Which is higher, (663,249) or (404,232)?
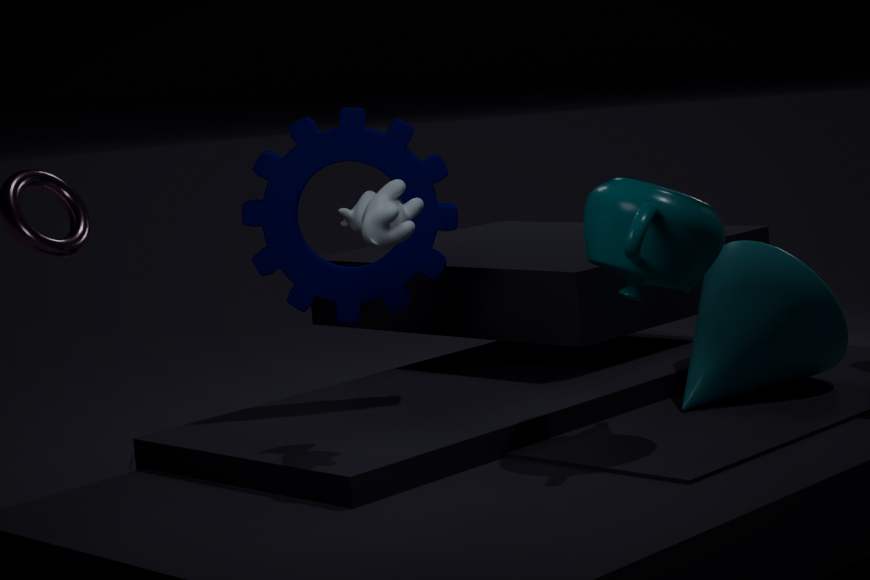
(404,232)
